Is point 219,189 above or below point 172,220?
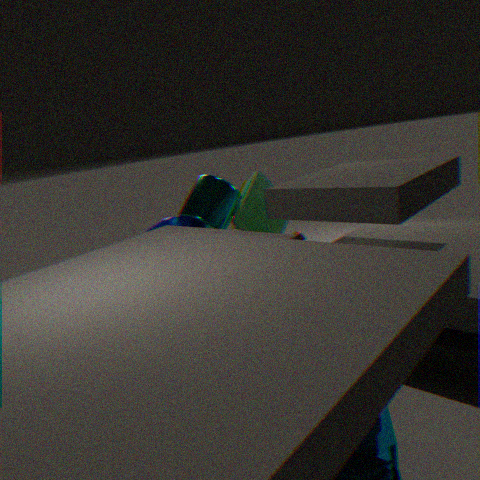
above
